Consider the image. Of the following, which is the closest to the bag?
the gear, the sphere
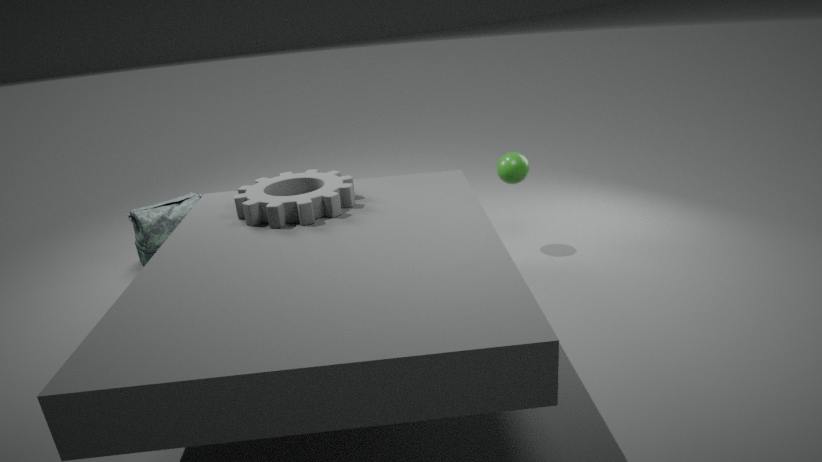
the gear
